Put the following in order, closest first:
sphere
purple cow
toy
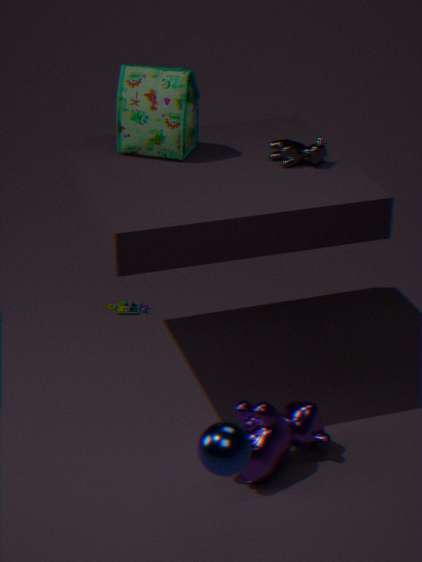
sphere < purple cow < toy
